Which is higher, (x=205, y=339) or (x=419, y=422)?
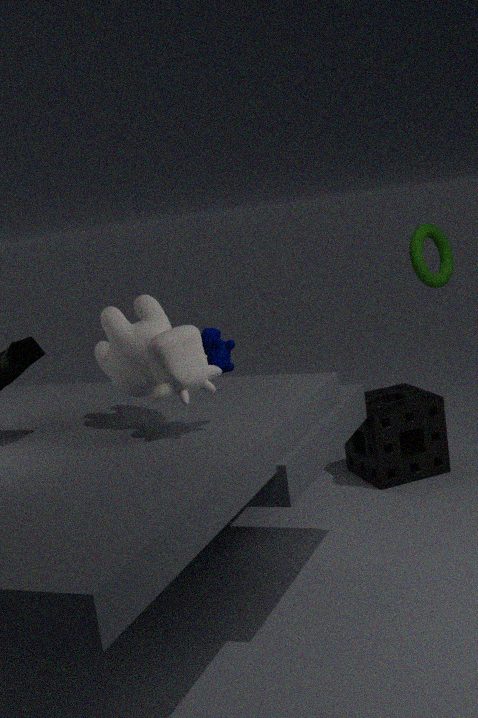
(x=205, y=339)
